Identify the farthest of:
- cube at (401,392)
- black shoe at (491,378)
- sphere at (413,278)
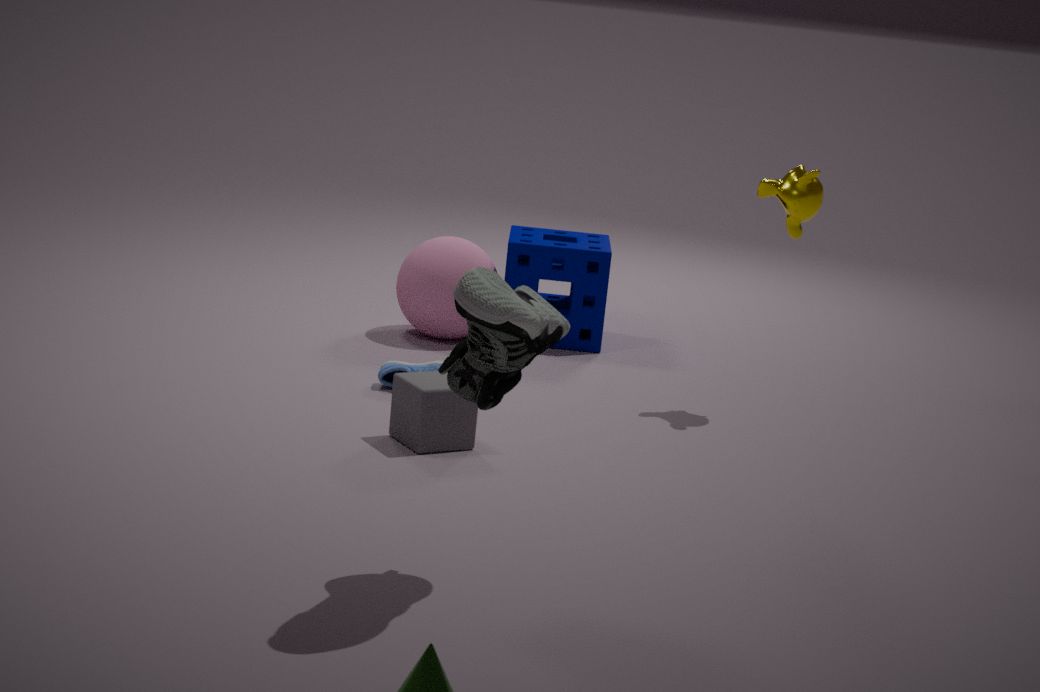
sphere at (413,278)
